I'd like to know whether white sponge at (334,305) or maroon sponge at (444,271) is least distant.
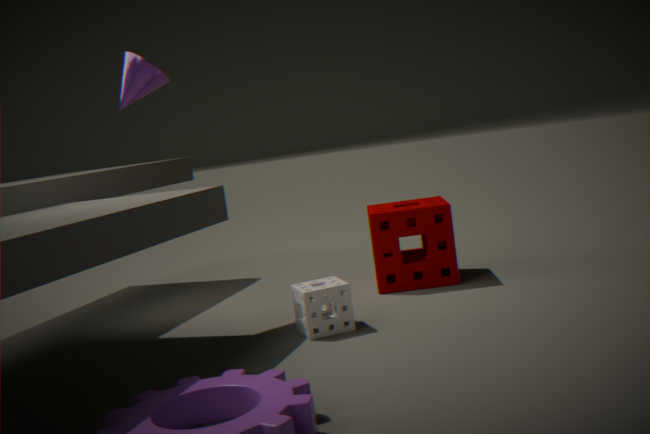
white sponge at (334,305)
